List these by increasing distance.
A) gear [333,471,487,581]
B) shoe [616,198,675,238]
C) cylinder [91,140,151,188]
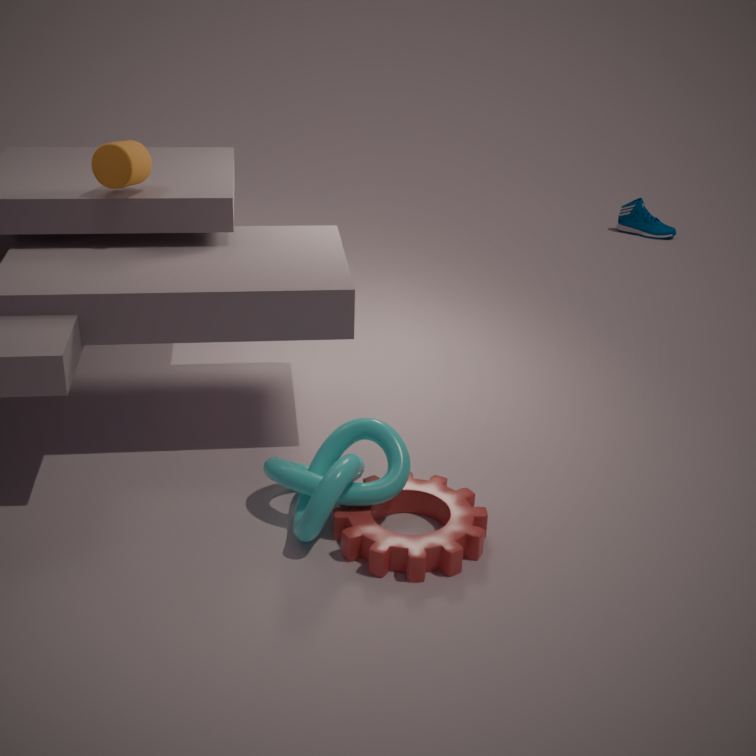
gear [333,471,487,581], cylinder [91,140,151,188], shoe [616,198,675,238]
